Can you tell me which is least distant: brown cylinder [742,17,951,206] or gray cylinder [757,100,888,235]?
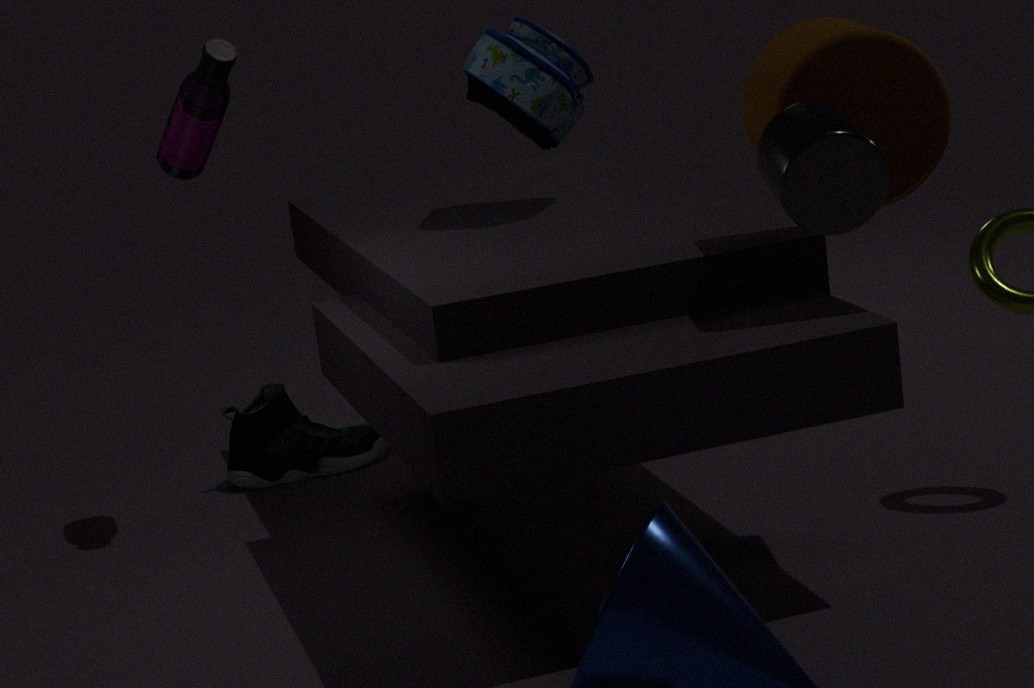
gray cylinder [757,100,888,235]
